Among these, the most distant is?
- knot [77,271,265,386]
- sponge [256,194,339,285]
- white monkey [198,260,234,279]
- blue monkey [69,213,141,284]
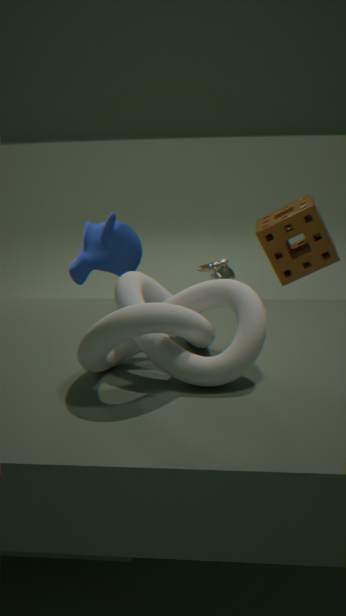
sponge [256,194,339,285]
